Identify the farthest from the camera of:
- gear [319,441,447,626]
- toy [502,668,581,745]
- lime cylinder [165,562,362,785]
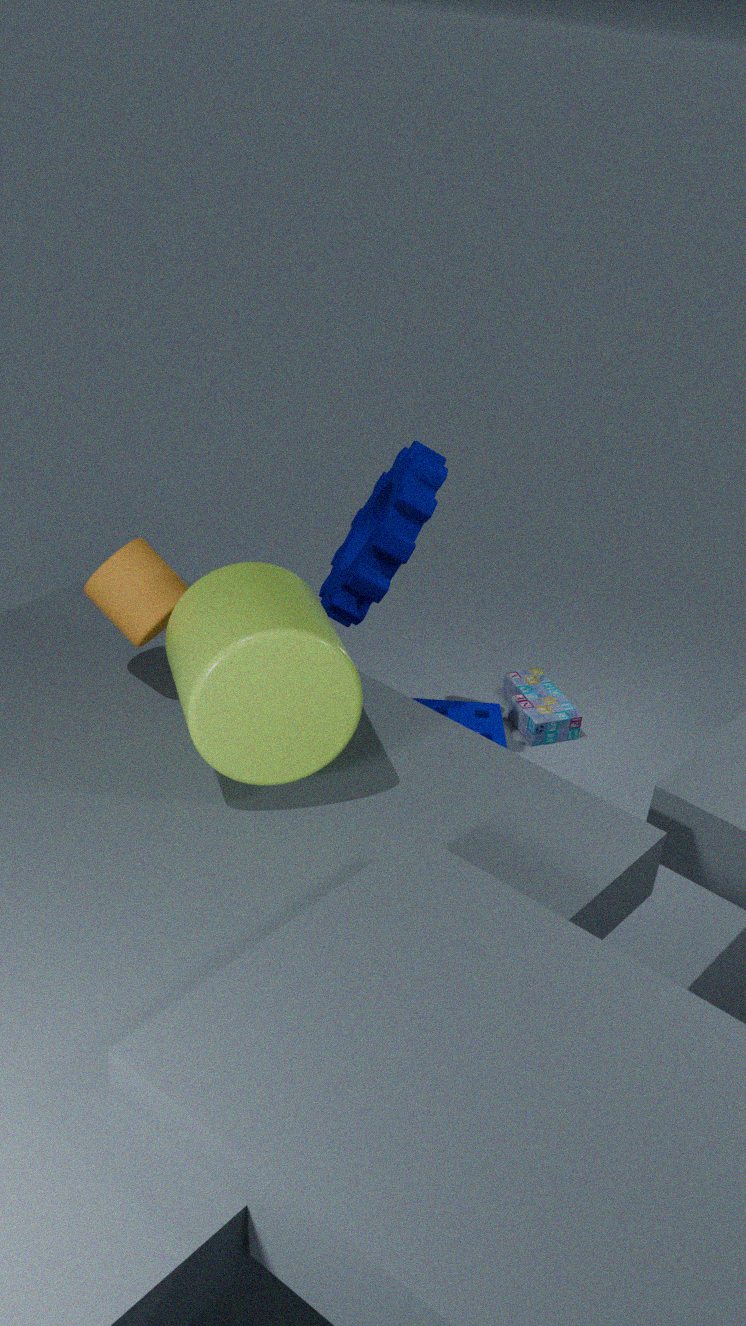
toy [502,668,581,745]
